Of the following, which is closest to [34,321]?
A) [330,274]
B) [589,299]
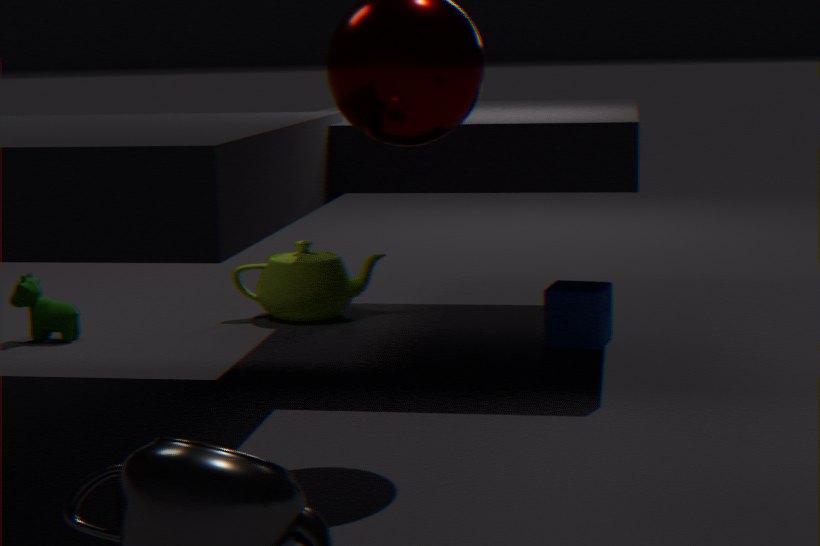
[330,274]
